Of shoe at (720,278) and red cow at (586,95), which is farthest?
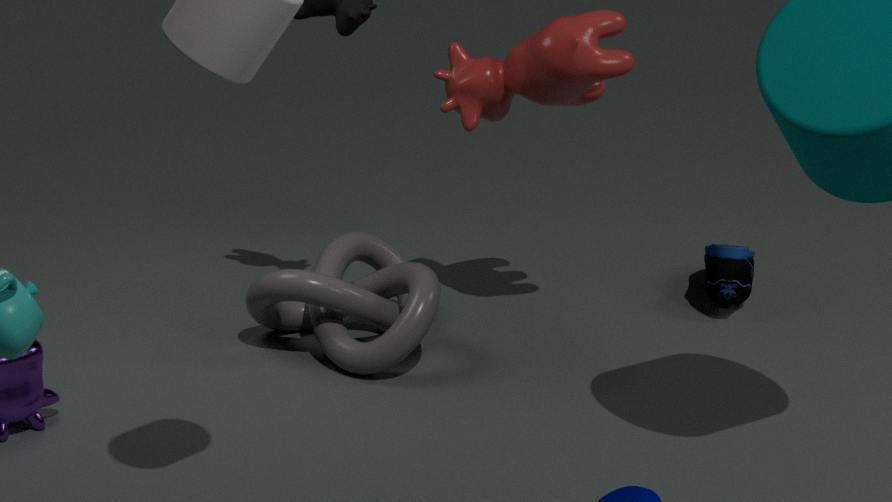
shoe at (720,278)
